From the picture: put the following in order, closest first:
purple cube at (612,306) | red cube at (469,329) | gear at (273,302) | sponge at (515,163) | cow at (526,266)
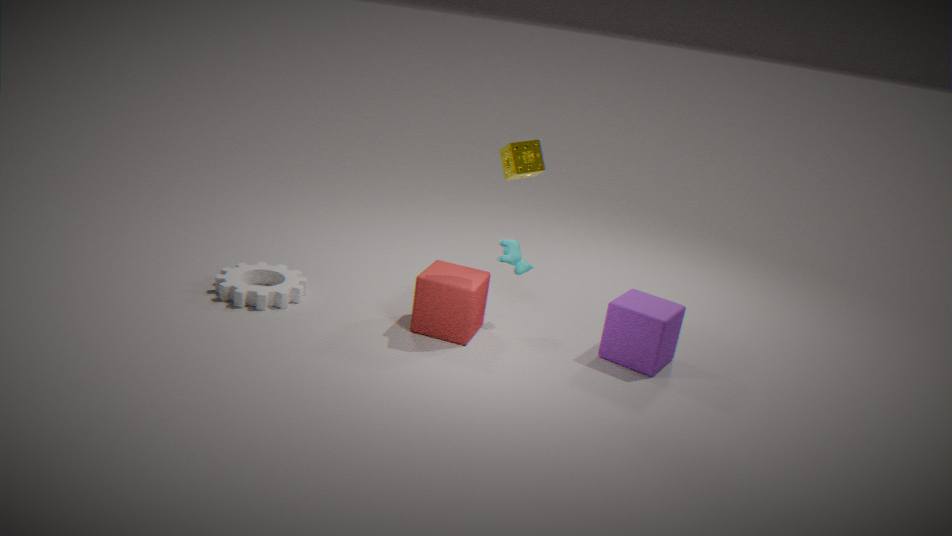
1. sponge at (515,163)
2. purple cube at (612,306)
3. red cube at (469,329)
4. gear at (273,302)
5. cow at (526,266)
